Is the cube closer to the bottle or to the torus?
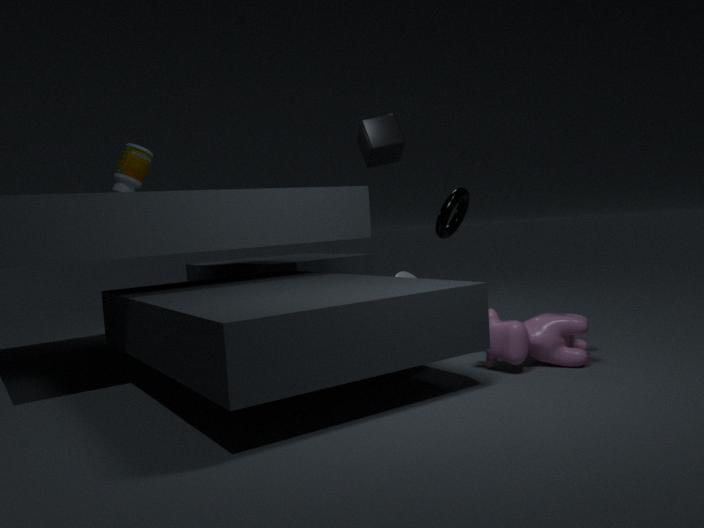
the torus
